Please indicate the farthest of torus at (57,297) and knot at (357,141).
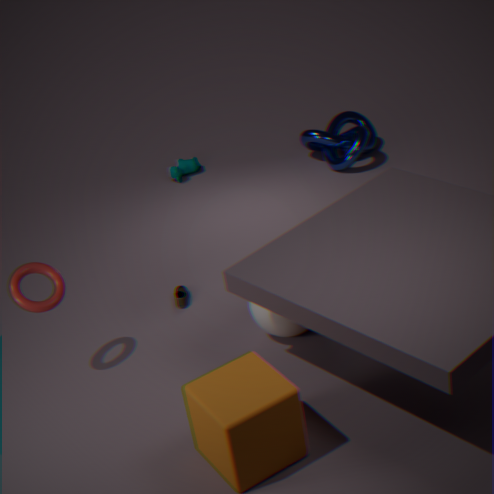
knot at (357,141)
